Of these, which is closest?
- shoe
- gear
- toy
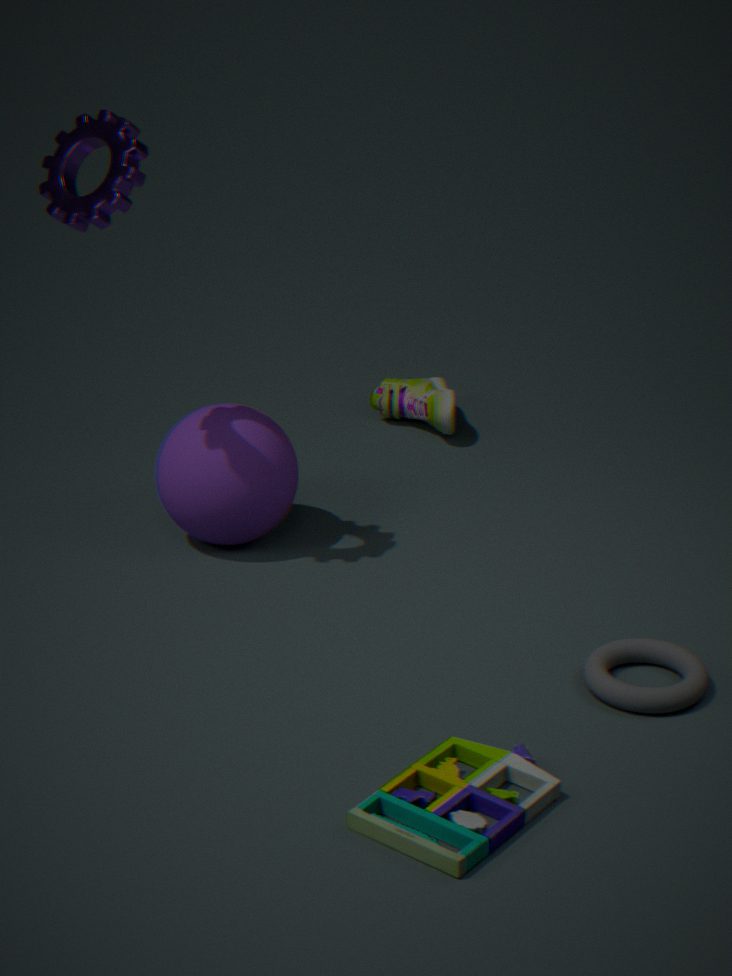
toy
